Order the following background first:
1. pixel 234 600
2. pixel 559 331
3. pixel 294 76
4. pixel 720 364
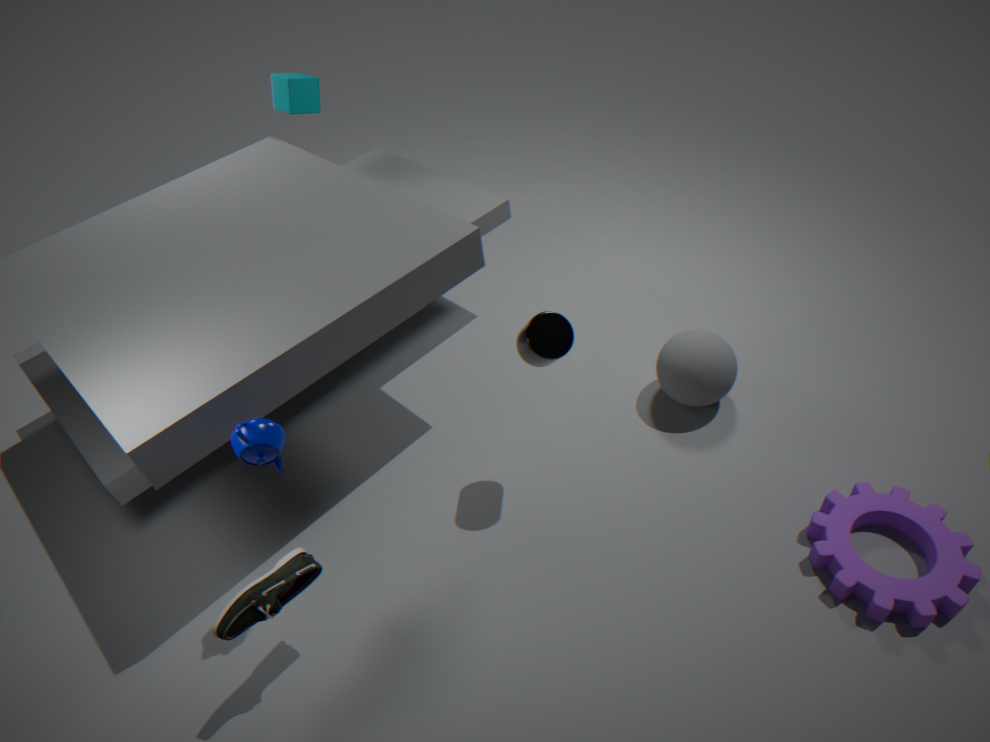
pixel 294 76, pixel 720 364, pixel 559 331, pixel 234 600
